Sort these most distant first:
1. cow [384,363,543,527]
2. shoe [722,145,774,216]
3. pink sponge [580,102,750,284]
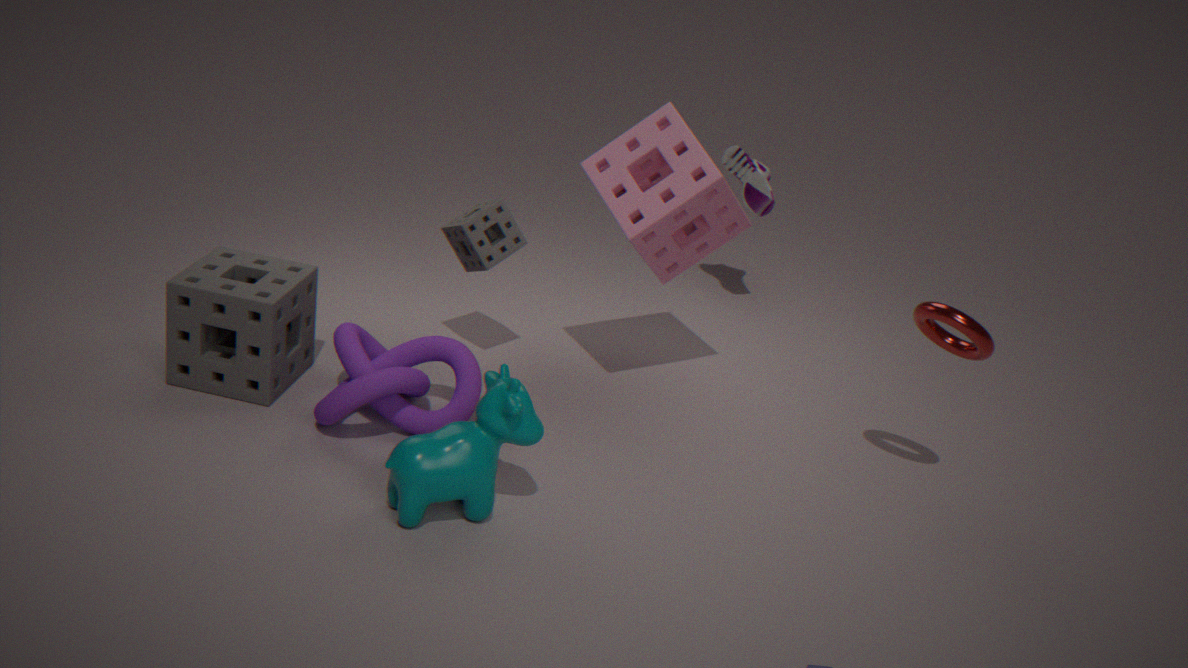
1. shoe [722,145,774,216]
2. pink sponge [580,102,750,284]
3. cow [384,363,543,527]
